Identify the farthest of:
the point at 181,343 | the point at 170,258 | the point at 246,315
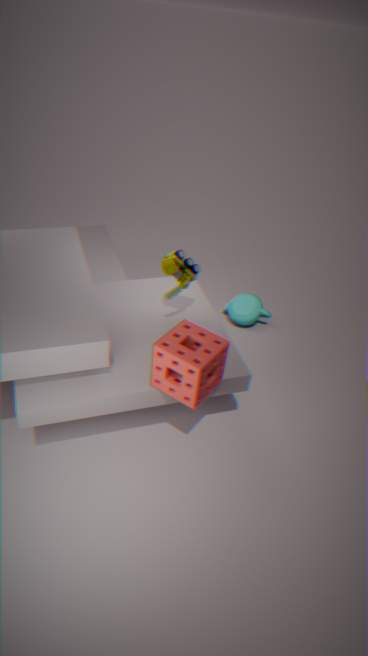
the point at 246,315
